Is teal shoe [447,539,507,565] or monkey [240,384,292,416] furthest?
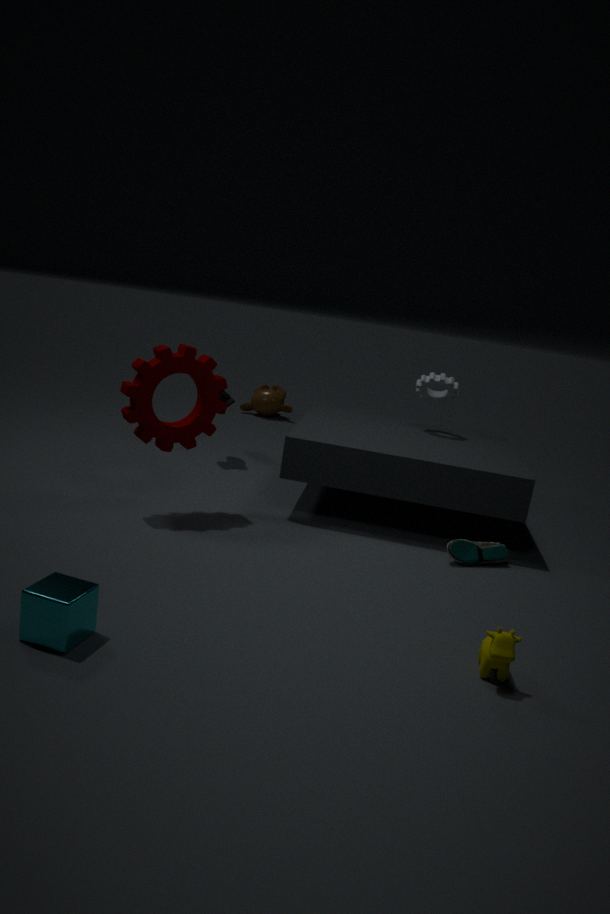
monkey [240,384,292,416]
